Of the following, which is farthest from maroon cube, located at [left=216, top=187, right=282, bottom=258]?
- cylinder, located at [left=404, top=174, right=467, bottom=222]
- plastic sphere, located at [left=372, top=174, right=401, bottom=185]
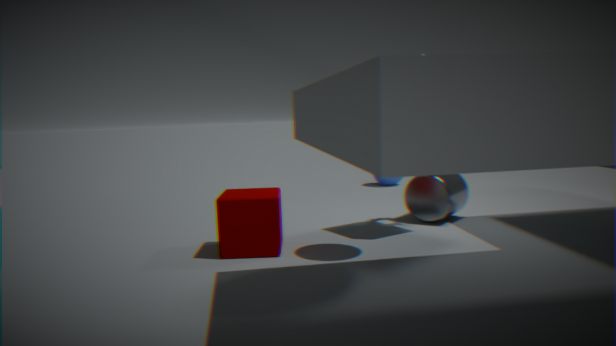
plastic sphere, located at [left=372, top=174, right=401, bottom=185]
